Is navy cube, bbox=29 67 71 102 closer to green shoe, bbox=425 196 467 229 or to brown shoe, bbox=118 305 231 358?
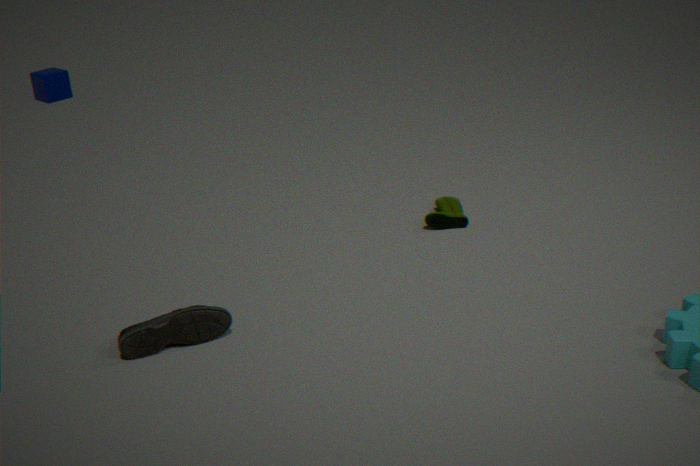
green shoe, bbox=425 196 467 229
